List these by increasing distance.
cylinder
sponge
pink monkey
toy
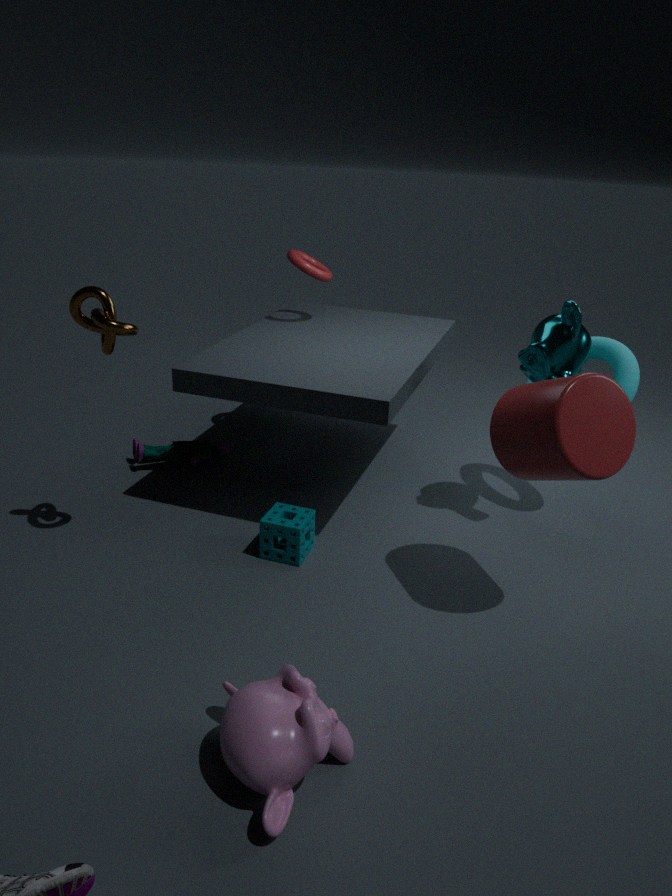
pink monkey → cylinder → sponge → toy
